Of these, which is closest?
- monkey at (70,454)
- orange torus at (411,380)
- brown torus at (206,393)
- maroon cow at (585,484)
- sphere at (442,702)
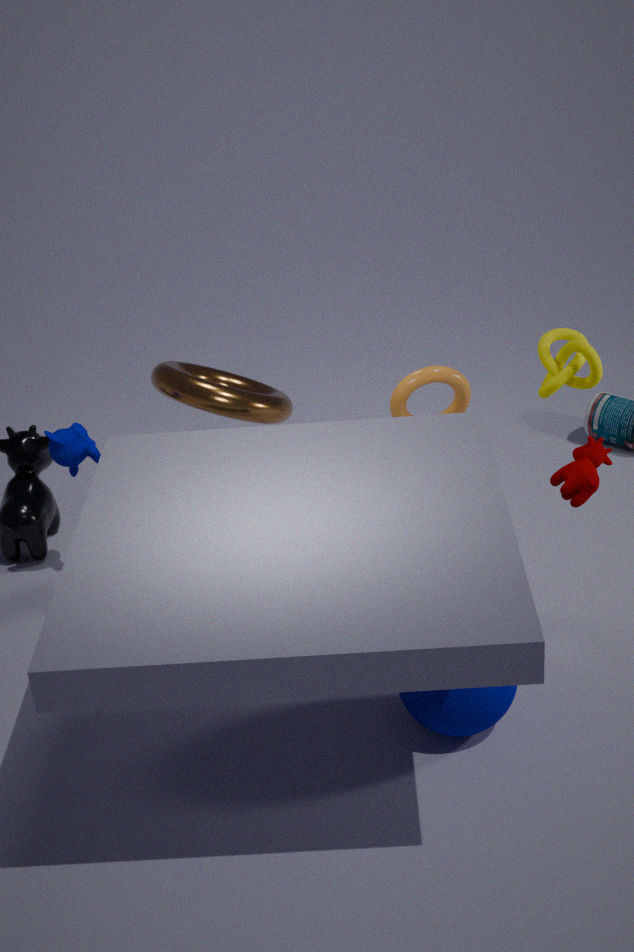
sphere at (442,702)
